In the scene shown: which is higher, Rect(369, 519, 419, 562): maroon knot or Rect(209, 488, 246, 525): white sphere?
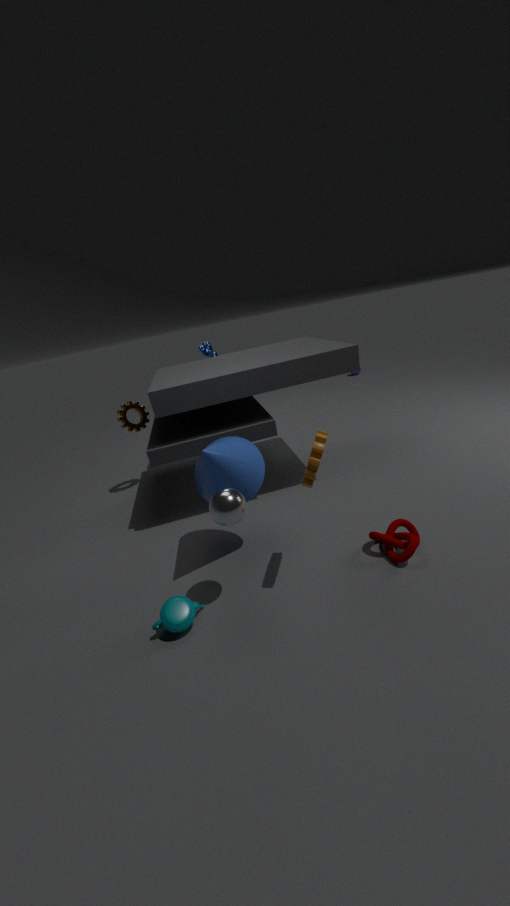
Rect(209, 488, 246, 525): white sphere
